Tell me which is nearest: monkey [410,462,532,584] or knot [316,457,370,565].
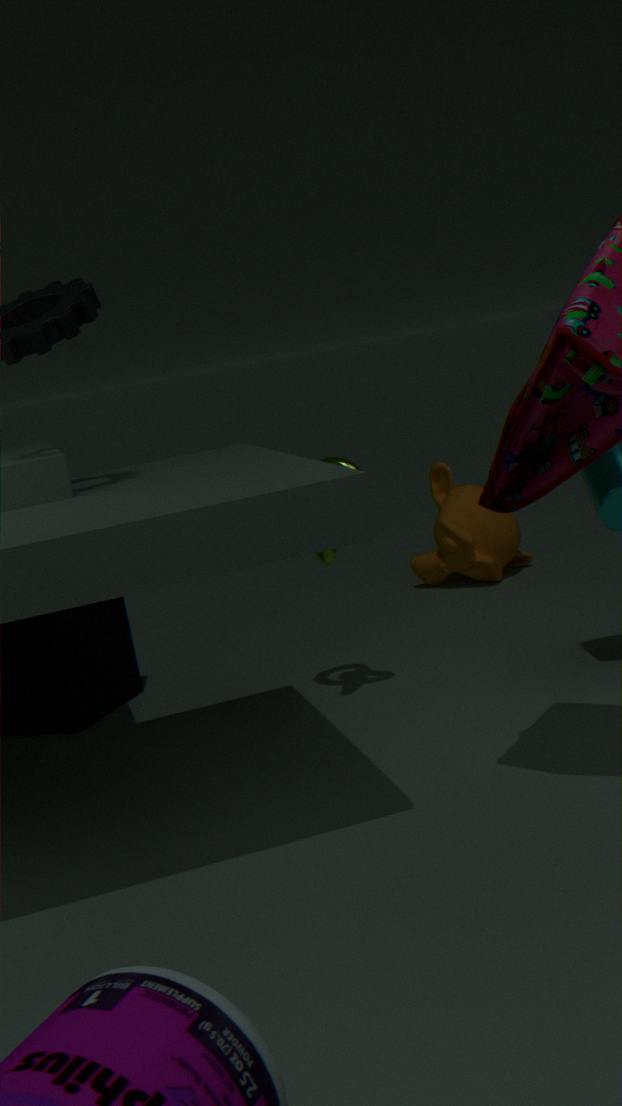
knot [316,457,370,565]
